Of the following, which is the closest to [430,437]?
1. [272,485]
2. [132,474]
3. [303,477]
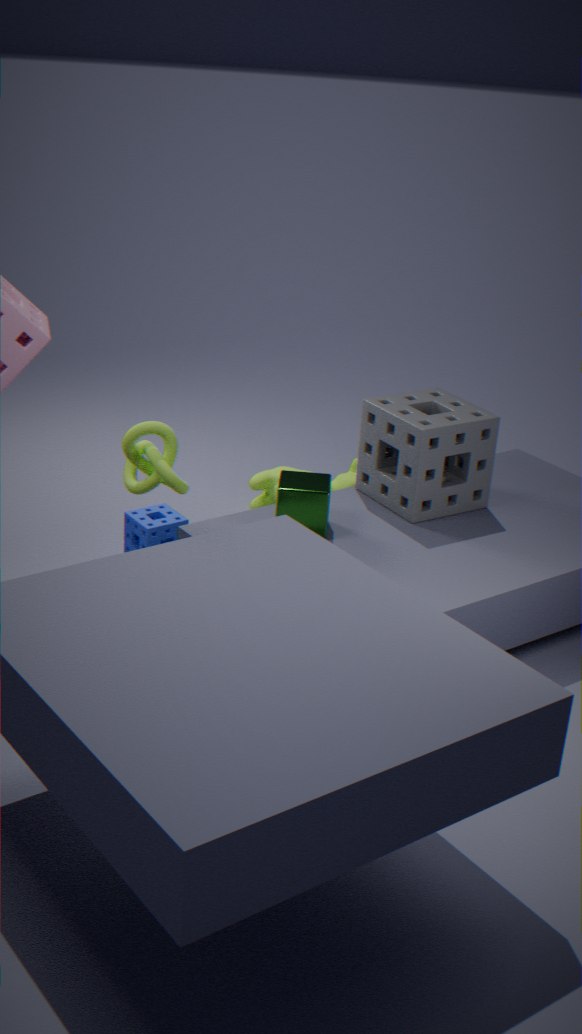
[303,477]
